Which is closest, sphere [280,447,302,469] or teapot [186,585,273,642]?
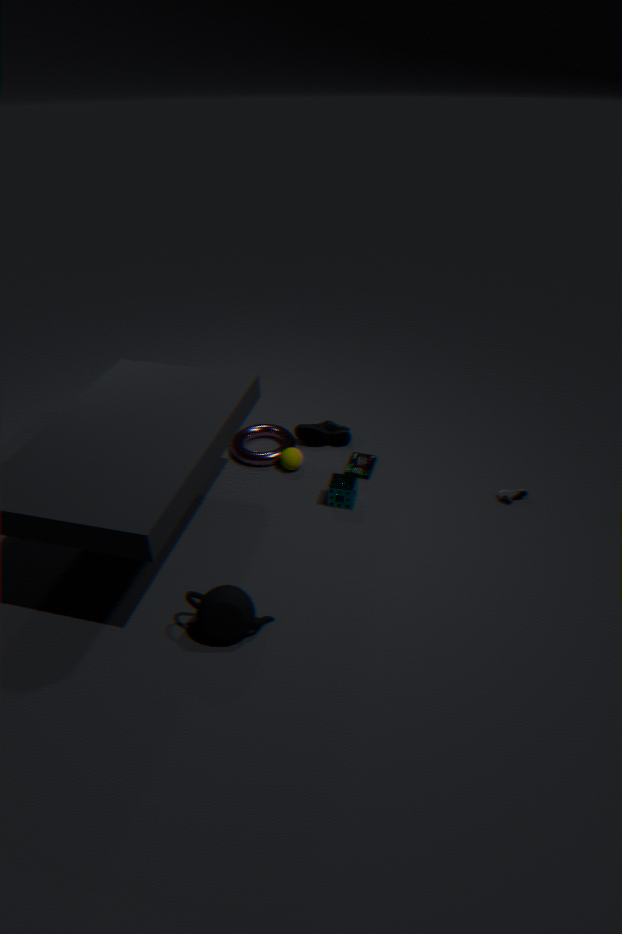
teapot [186,585,273,642]
